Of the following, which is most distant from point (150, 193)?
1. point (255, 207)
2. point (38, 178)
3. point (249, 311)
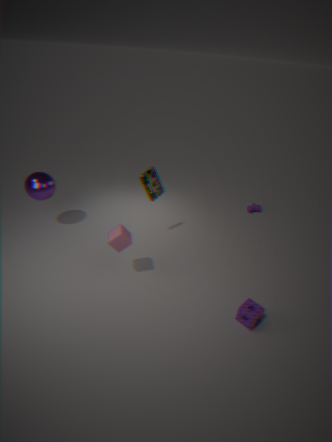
point (255, 207)
